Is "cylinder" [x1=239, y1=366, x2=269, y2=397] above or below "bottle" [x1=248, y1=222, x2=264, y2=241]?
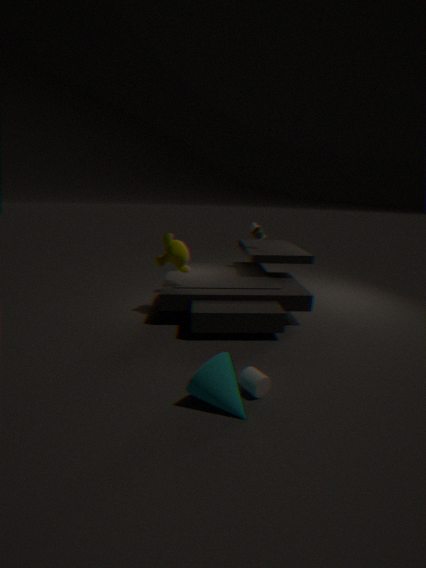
below
